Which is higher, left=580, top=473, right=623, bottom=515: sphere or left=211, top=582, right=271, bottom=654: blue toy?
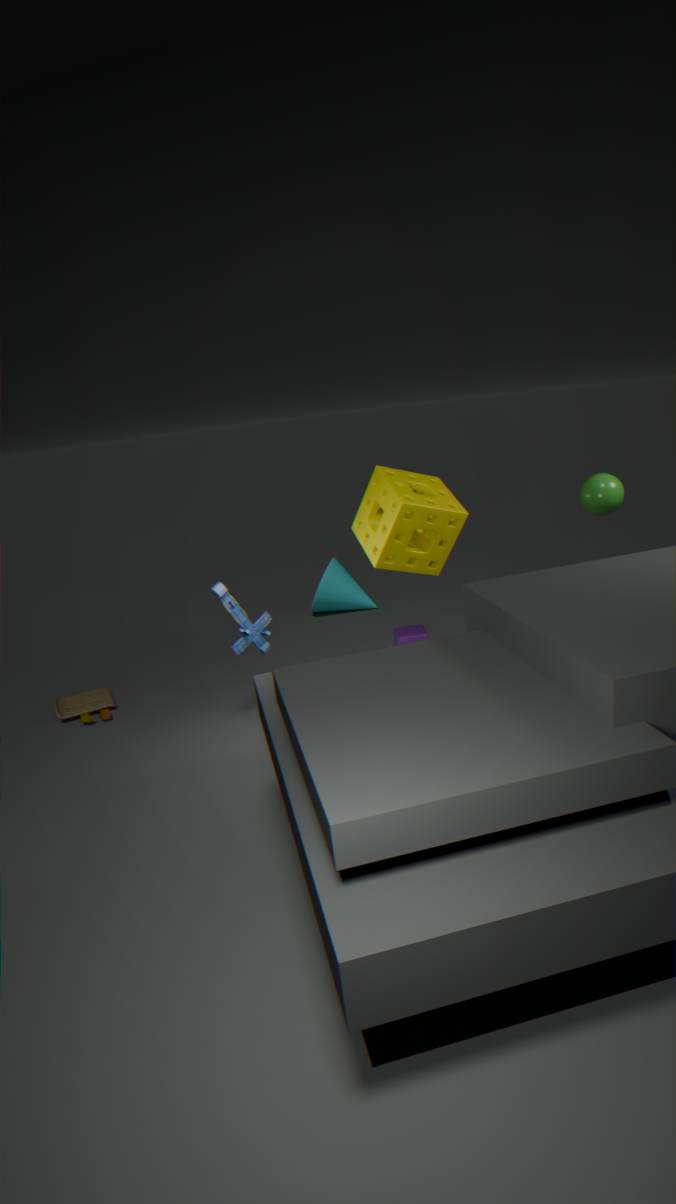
Result: left=580, top=473, right=623, bottom=515: sphere
